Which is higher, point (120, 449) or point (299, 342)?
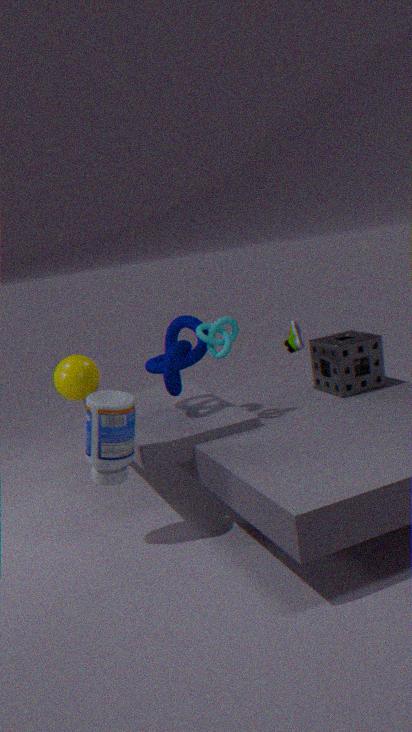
point (299, 342)
